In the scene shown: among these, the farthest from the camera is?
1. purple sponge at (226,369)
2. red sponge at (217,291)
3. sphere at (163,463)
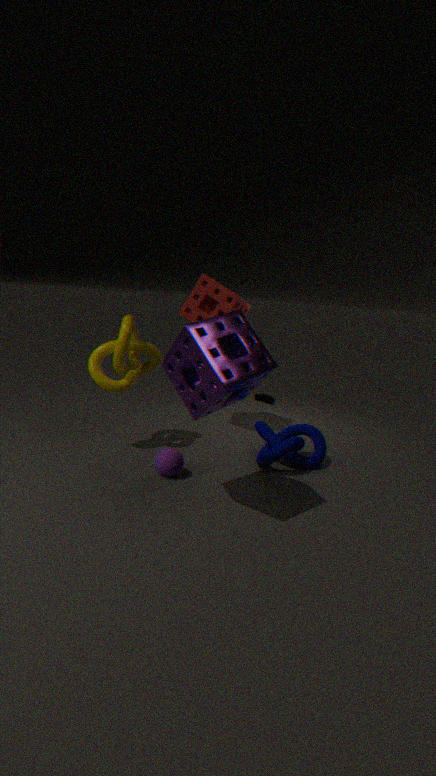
red sponge at (217,291)
